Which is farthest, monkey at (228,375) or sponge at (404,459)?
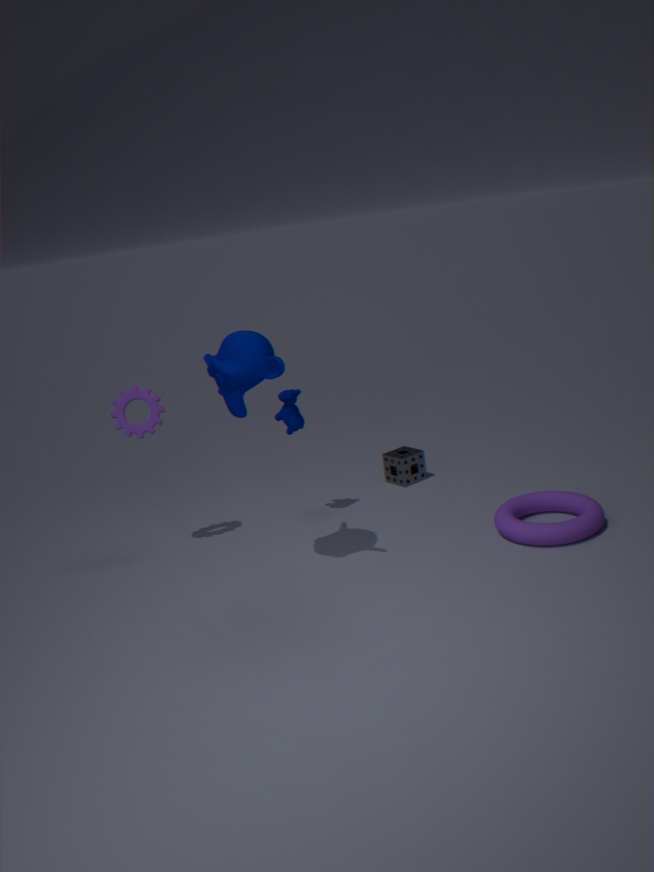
sponge at (404,459)
